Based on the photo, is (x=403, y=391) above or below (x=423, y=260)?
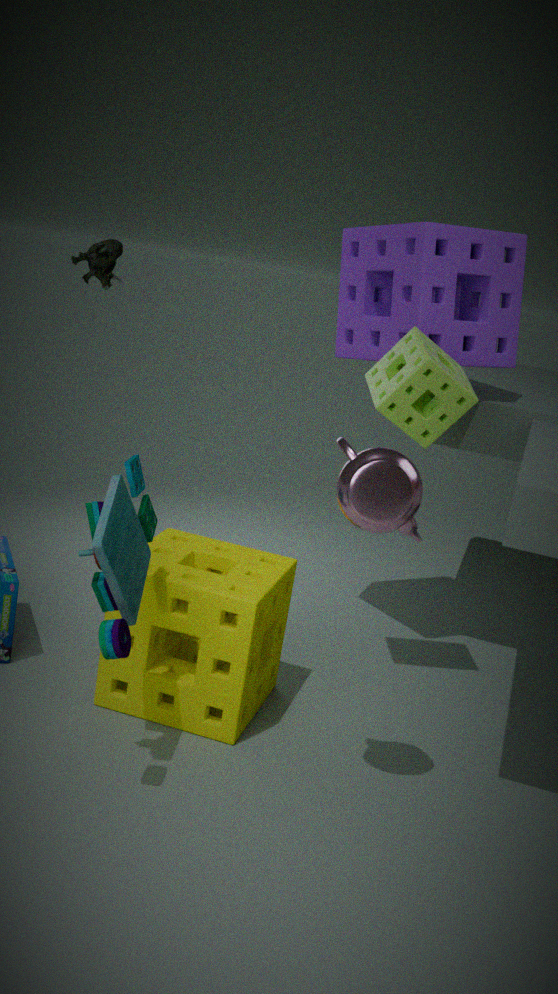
below
